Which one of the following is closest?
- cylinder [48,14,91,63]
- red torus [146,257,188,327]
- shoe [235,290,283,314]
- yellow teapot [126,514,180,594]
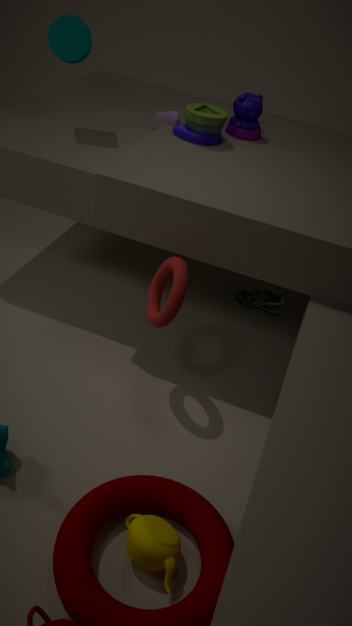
yellow teapot [126,514,180,594]
